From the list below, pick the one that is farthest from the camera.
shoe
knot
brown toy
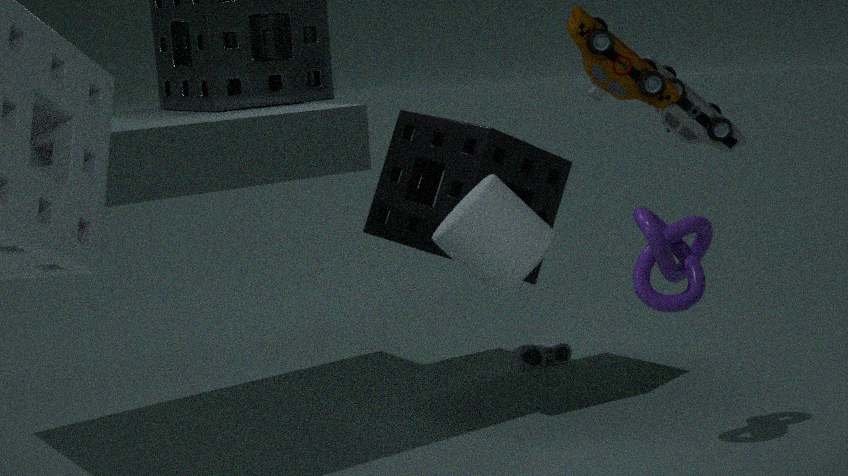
shoe
